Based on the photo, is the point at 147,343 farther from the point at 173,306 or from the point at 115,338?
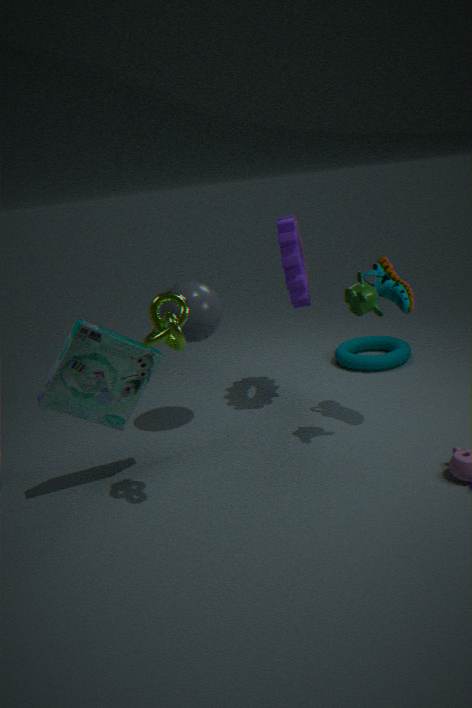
the point at 173,306
